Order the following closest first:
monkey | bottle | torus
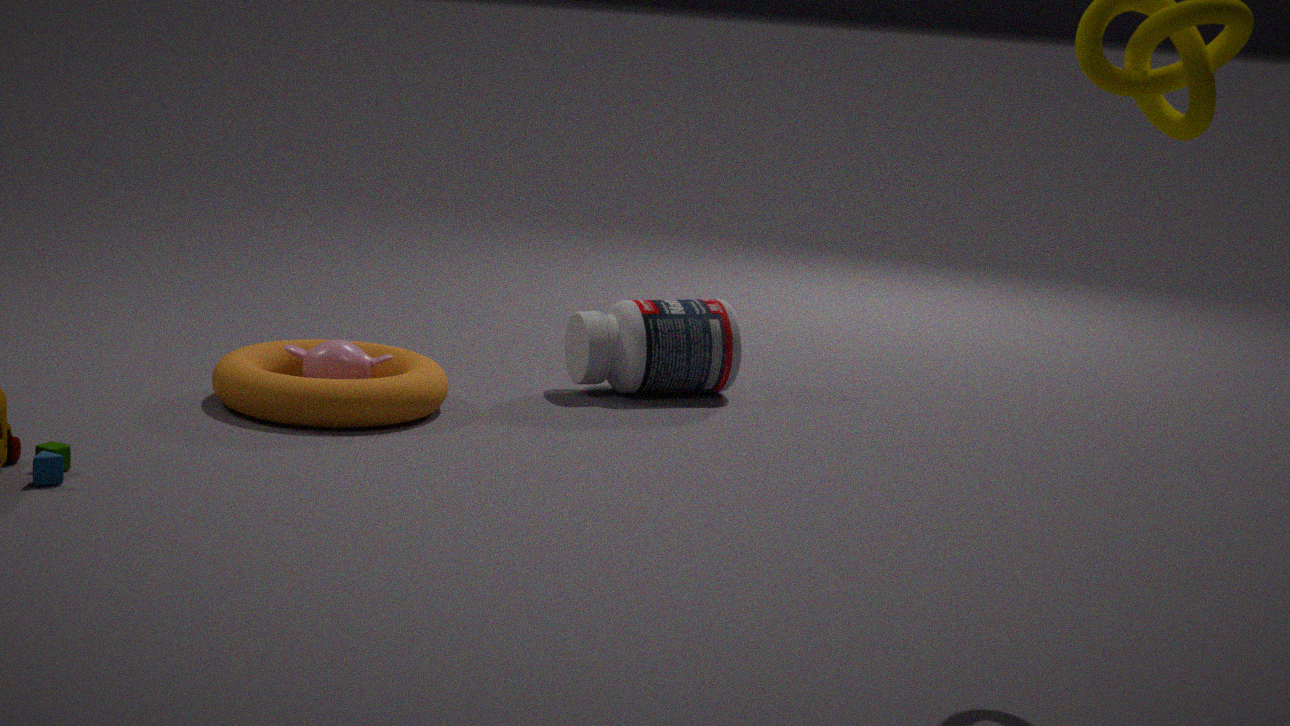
1. torus
2. monkey
3. bottle
